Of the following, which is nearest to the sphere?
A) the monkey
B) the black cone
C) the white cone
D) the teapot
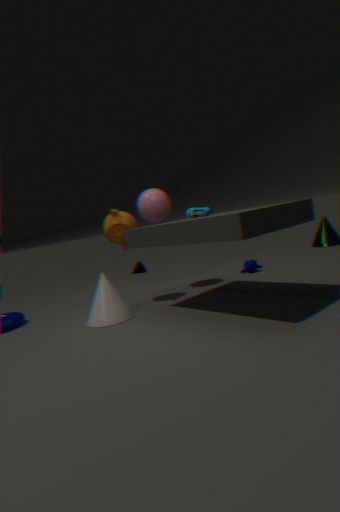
the teapot
